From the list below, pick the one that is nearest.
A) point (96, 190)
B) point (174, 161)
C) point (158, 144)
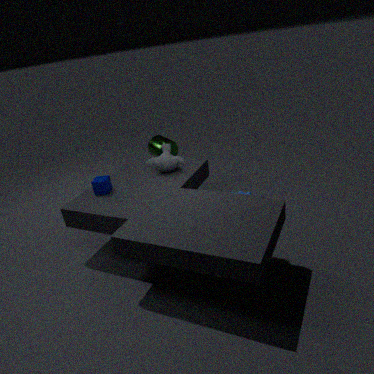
point (96, 190)
